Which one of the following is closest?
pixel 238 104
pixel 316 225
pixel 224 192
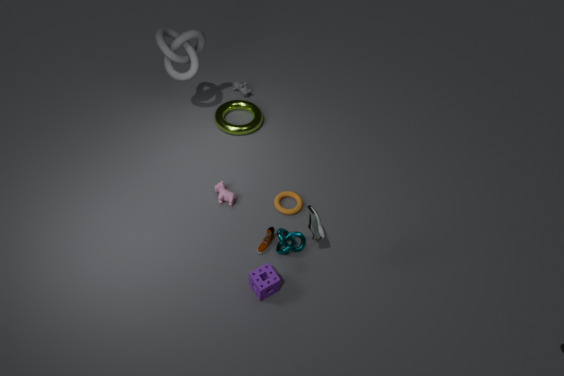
pixel 316 225
